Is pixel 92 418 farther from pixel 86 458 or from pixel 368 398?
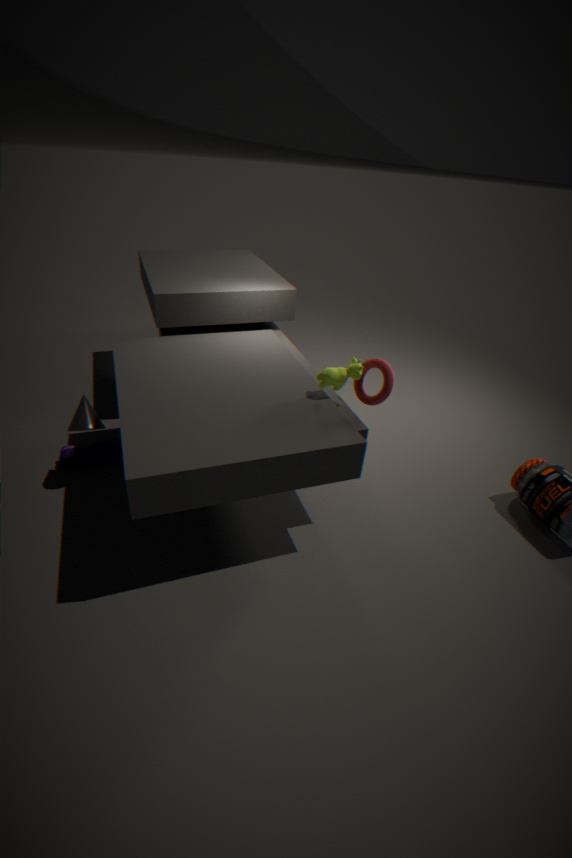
pixel 368 398
